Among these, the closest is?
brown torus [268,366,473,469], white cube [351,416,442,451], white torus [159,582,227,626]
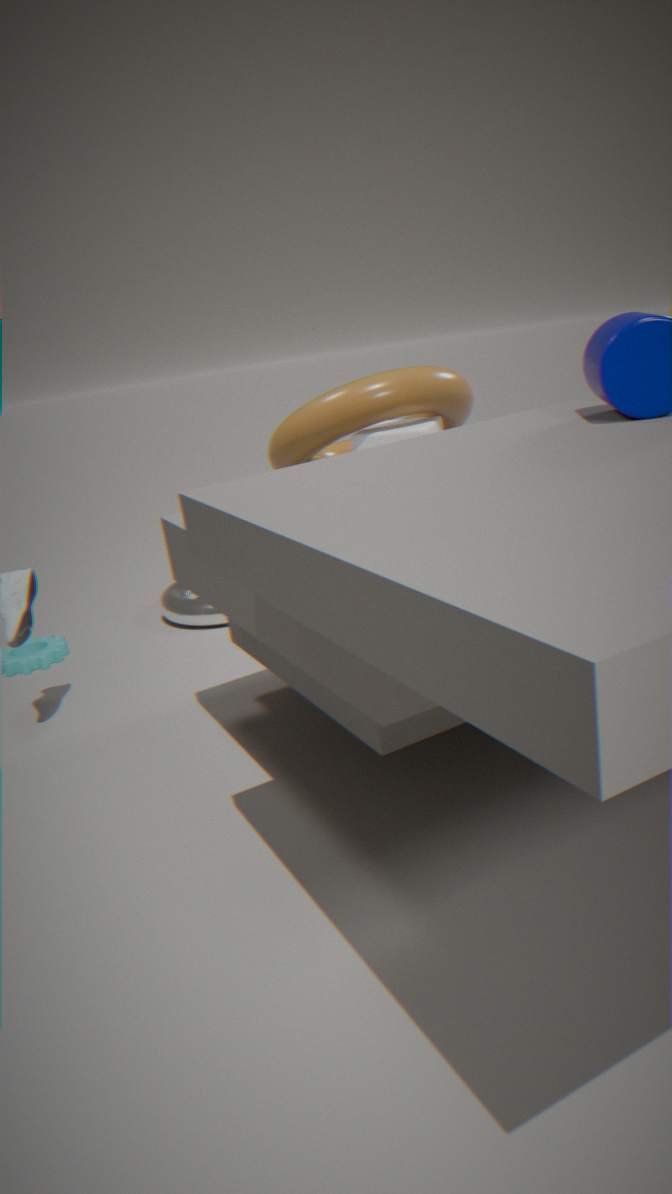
brown torus [268,366,473,469]
